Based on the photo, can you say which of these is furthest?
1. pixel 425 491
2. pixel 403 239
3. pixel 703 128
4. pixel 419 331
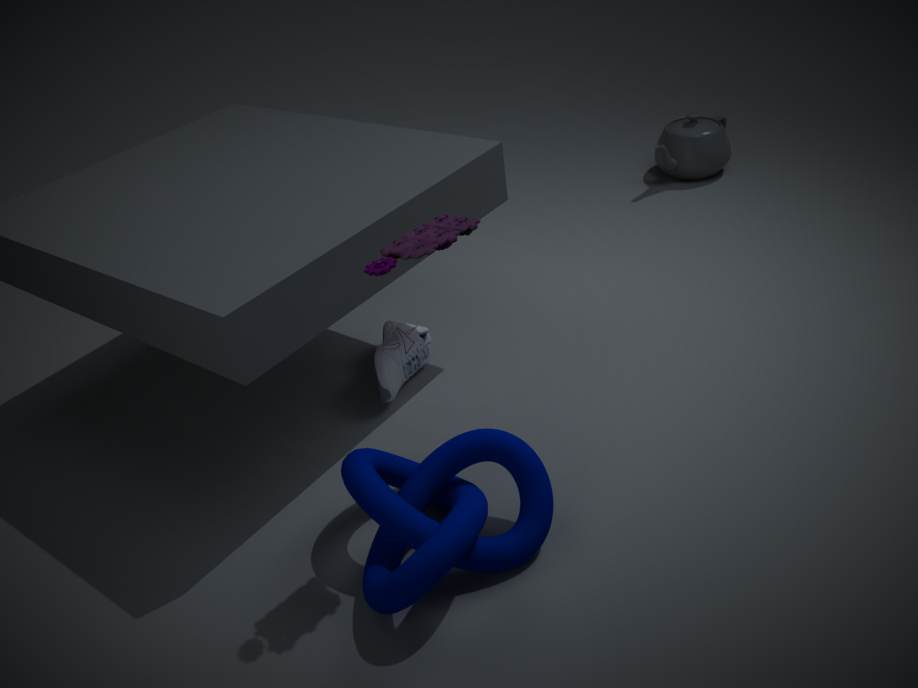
pixel 703 128
